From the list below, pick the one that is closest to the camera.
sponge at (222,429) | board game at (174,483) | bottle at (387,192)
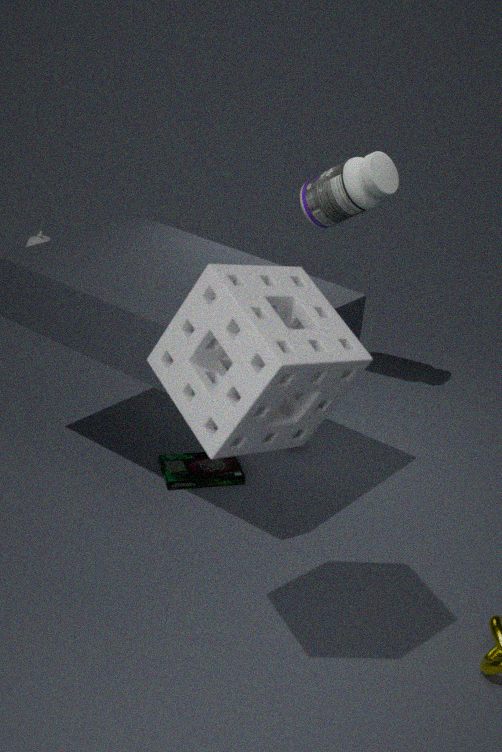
sponge at (222,429)
